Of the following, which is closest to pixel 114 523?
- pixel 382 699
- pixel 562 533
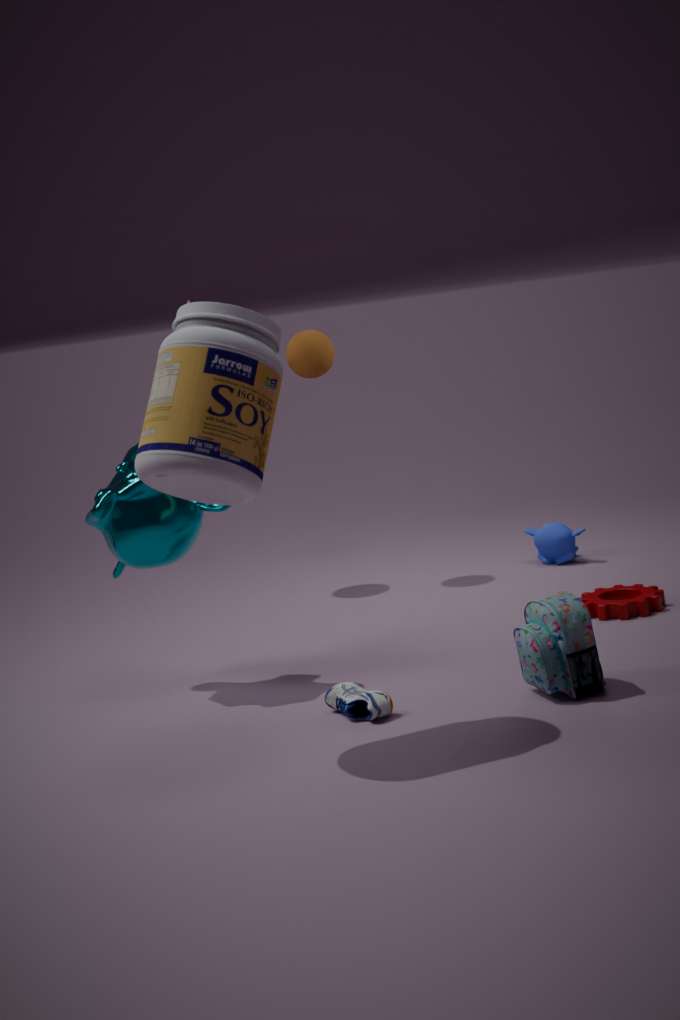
pixel 382 699
